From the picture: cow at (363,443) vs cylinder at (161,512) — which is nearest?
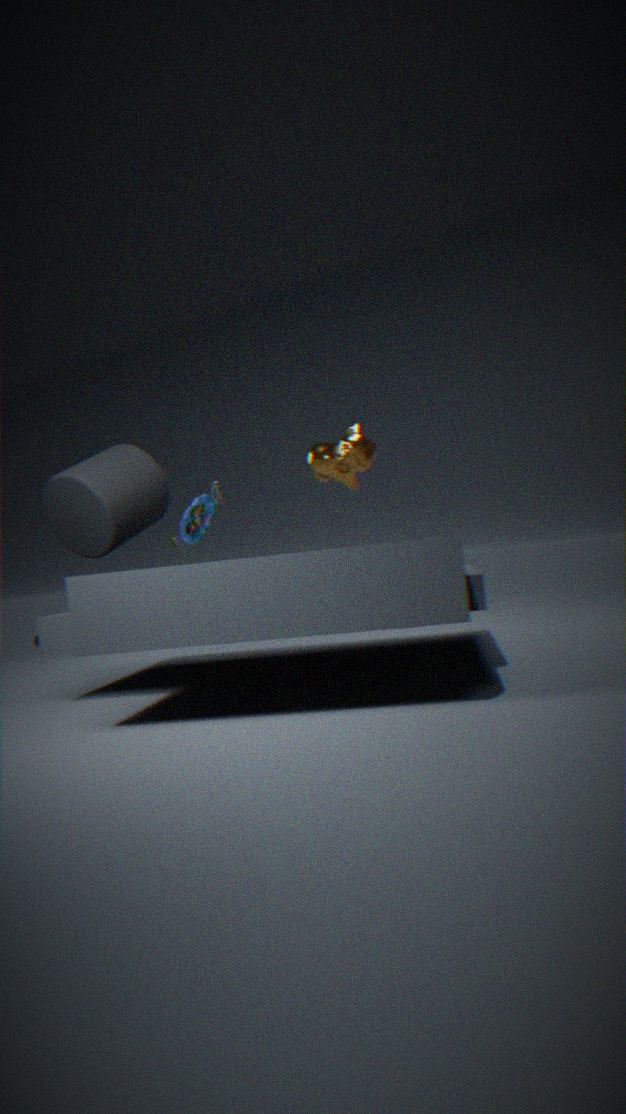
cylinder at (161,512)
